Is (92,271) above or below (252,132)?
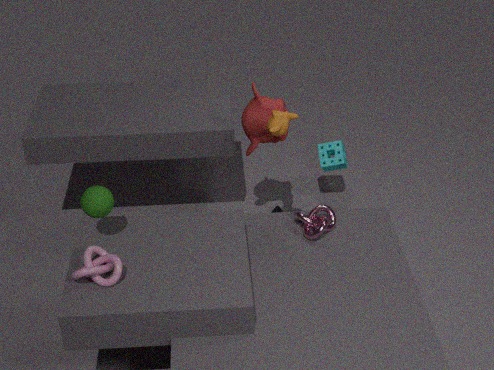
below
